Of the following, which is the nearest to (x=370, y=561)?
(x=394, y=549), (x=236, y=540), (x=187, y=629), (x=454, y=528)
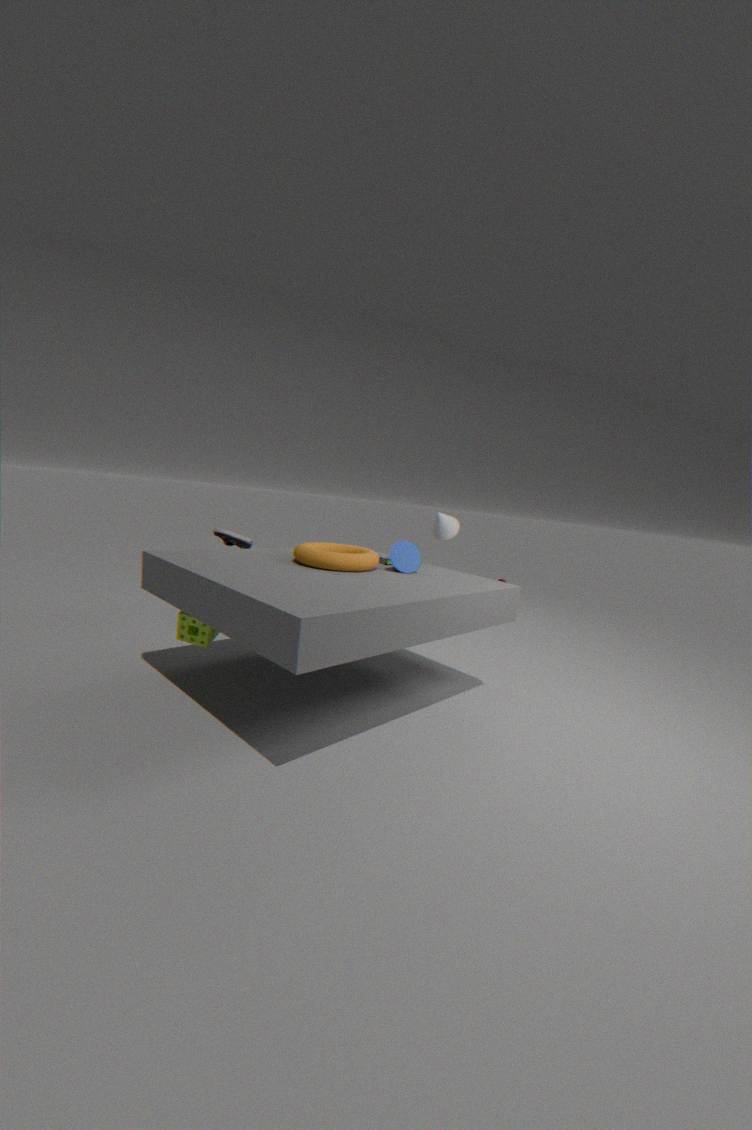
(x=394, y=549)
